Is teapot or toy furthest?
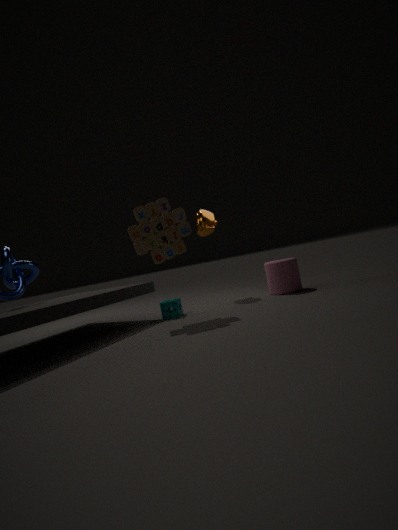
teapot
